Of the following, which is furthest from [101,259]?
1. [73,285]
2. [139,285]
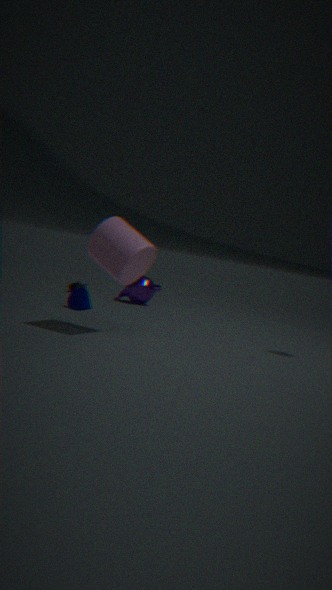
[73,285]
